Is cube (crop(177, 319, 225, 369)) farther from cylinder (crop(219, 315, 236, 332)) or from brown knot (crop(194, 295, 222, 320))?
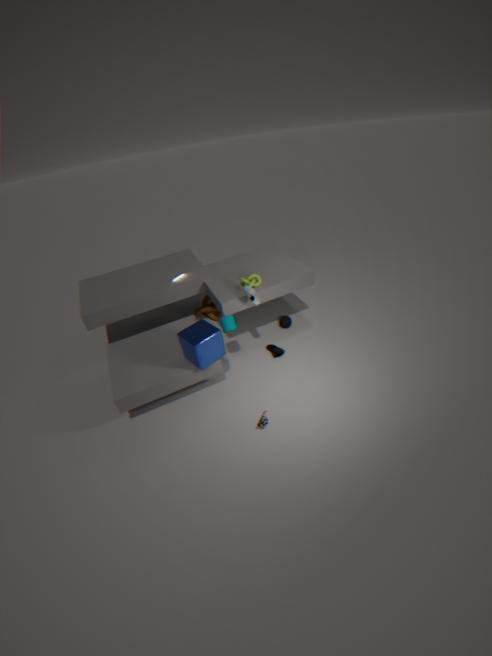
brown knot (crop(194, 295, 222, 320))
